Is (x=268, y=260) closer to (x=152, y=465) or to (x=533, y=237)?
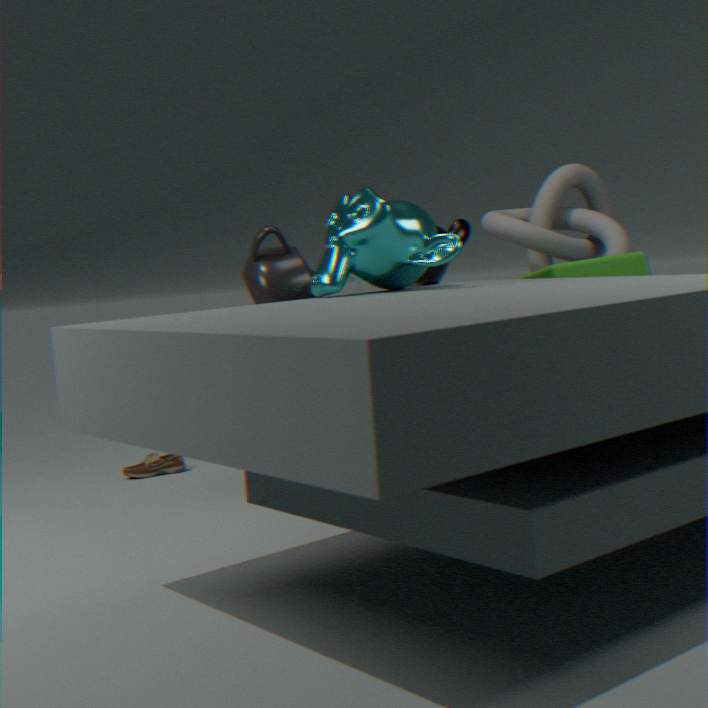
(x=152, y=465)
